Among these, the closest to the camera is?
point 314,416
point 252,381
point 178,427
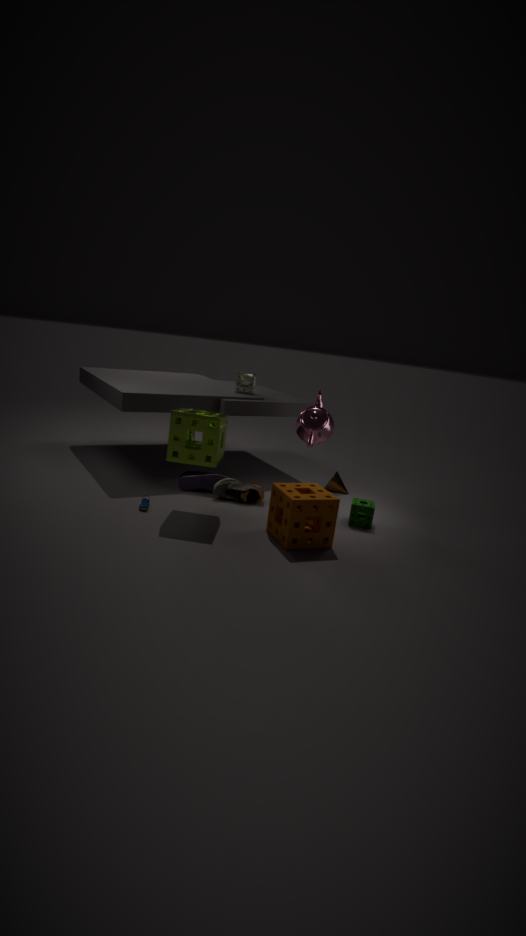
point 178,427
